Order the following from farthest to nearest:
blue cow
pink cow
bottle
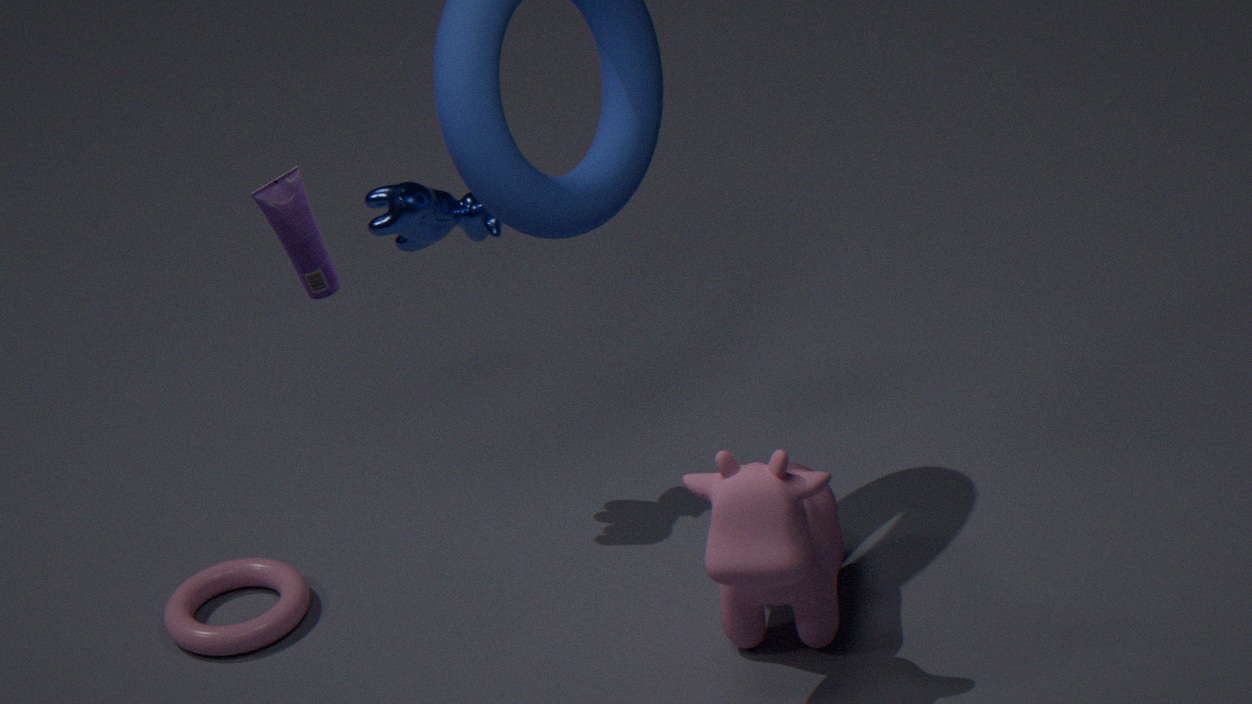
blue cow, pink cow, bottle
